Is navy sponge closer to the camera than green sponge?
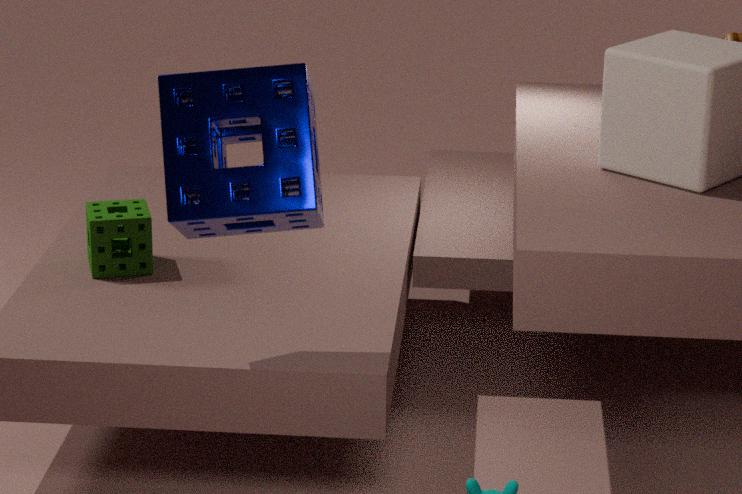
Yes
